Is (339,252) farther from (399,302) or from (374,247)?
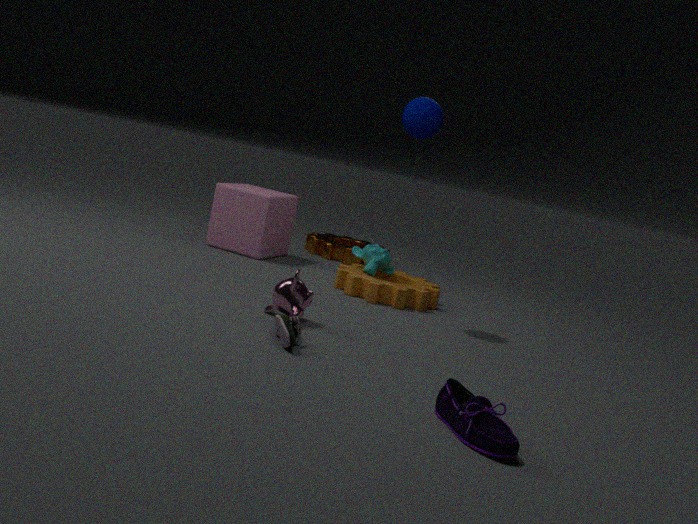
(399,302)
